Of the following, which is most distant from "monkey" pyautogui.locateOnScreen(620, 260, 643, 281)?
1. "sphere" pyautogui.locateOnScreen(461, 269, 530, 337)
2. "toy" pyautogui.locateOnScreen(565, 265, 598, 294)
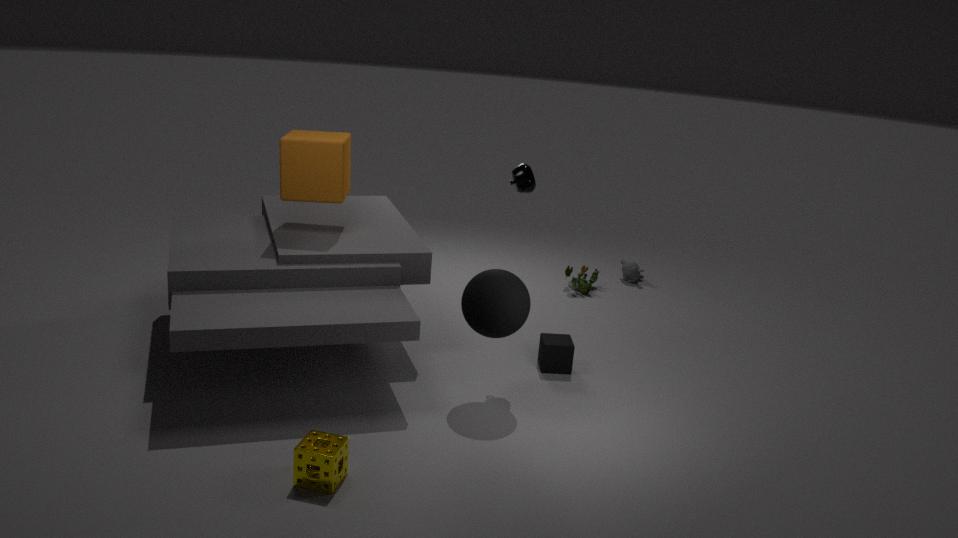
"sphere" pyautogui.locateOnScreen(461, 269, 530, 337)
